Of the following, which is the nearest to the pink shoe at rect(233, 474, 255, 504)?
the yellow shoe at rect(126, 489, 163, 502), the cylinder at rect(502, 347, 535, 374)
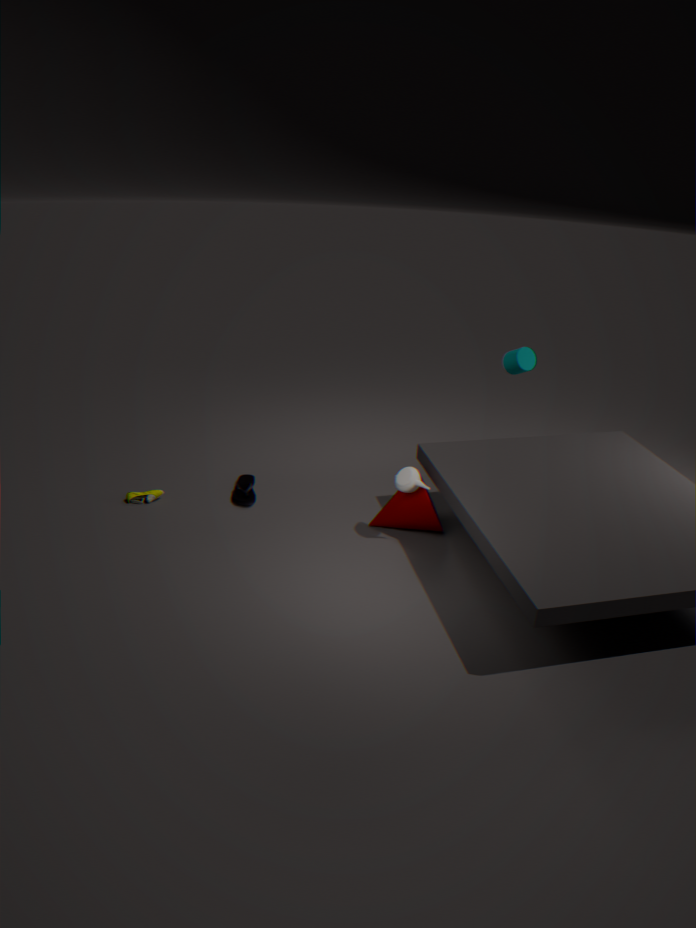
the yellow shoe at rect(126, 489, 163, 502)
